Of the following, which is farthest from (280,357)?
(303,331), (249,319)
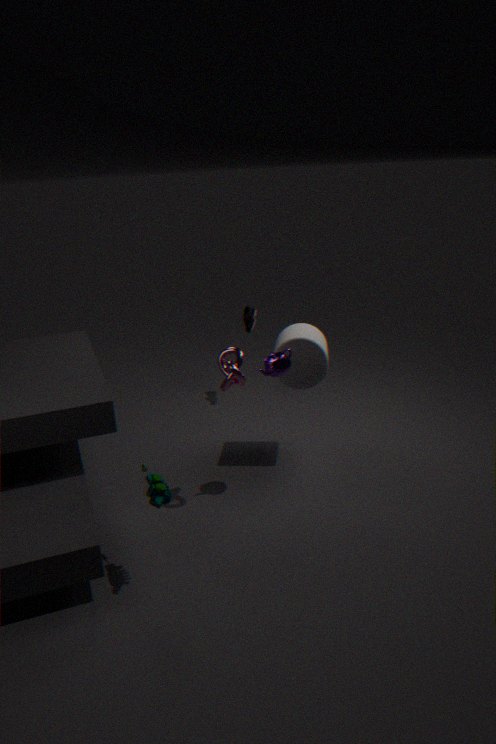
(249,319)
